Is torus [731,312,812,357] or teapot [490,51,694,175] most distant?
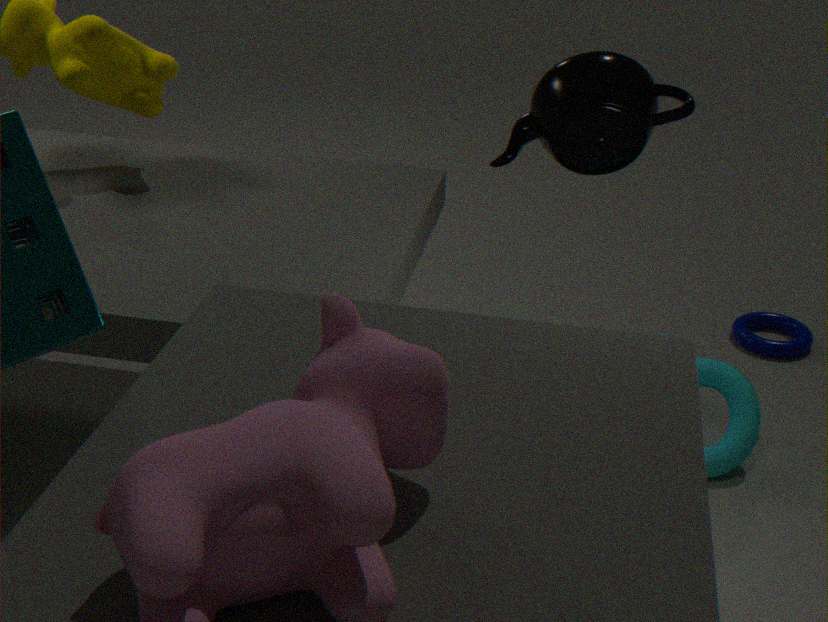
torus [731,312,812,357]
